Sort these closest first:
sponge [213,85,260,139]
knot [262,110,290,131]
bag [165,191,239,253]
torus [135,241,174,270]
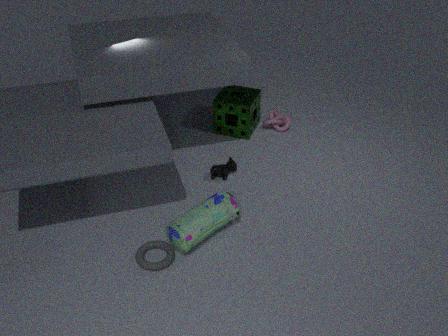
torus [135,241,174,270] < bag [165,191,239,253] < sponge [213,85,260,139] < knot [262,110,290,131]
